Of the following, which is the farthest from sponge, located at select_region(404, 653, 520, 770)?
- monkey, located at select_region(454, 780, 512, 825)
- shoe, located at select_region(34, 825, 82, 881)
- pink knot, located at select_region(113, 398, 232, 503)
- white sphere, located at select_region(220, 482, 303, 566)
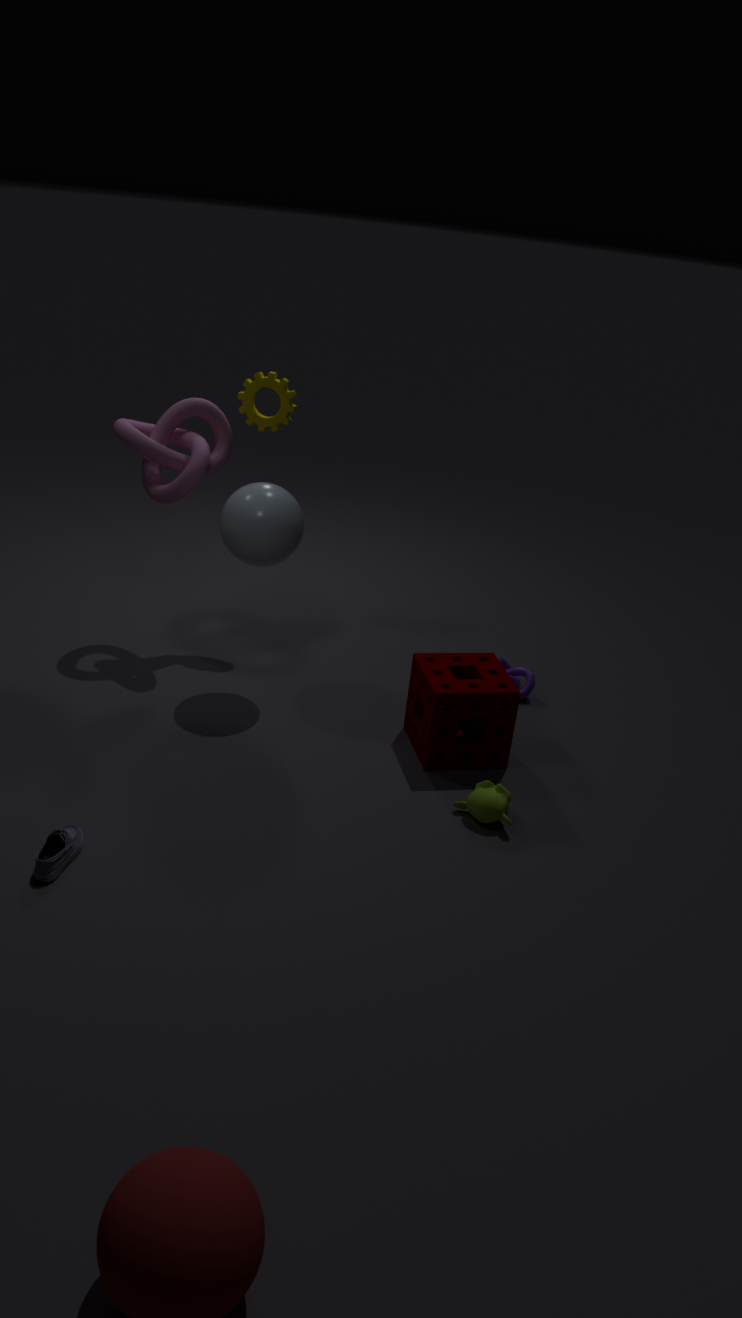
shoe, located at select_region(34, 825, 82, 881)
